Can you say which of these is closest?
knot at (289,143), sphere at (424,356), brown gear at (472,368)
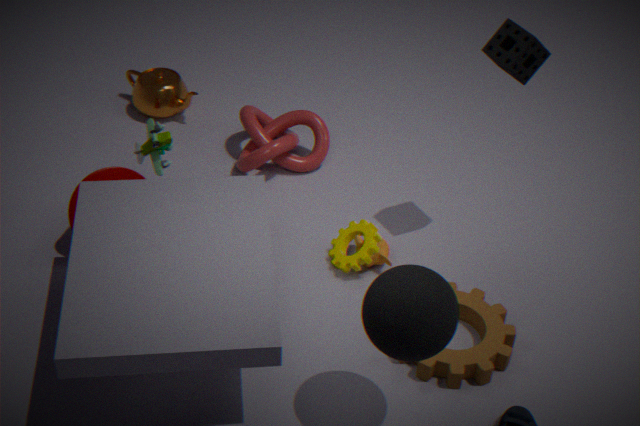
sphere at (424,356)
